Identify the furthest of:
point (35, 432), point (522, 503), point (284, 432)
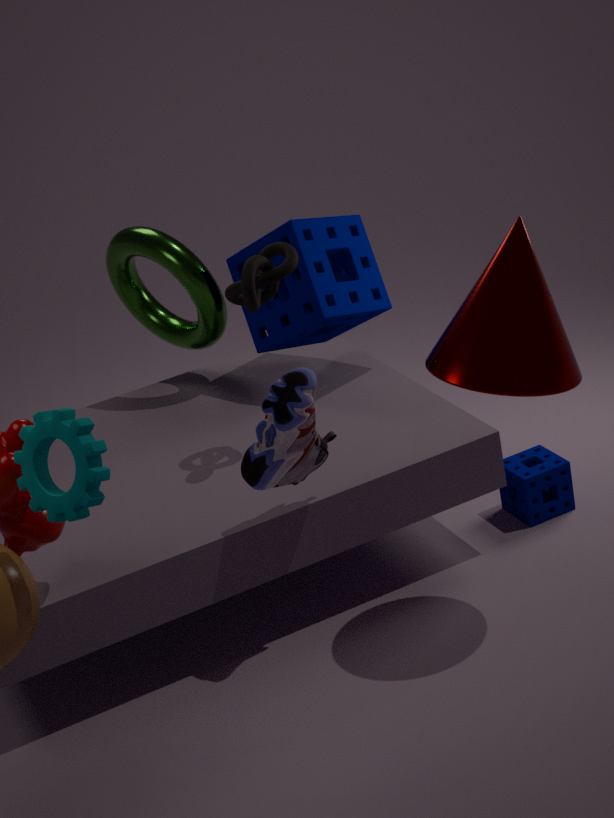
point (522, 503)
